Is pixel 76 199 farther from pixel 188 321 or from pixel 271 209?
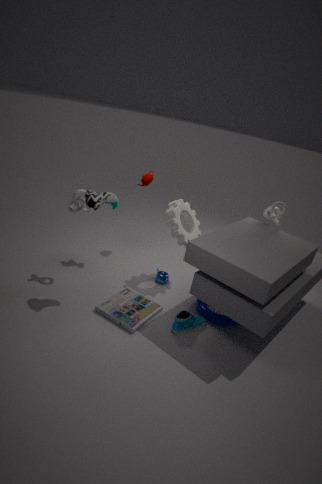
pixel 271 209
